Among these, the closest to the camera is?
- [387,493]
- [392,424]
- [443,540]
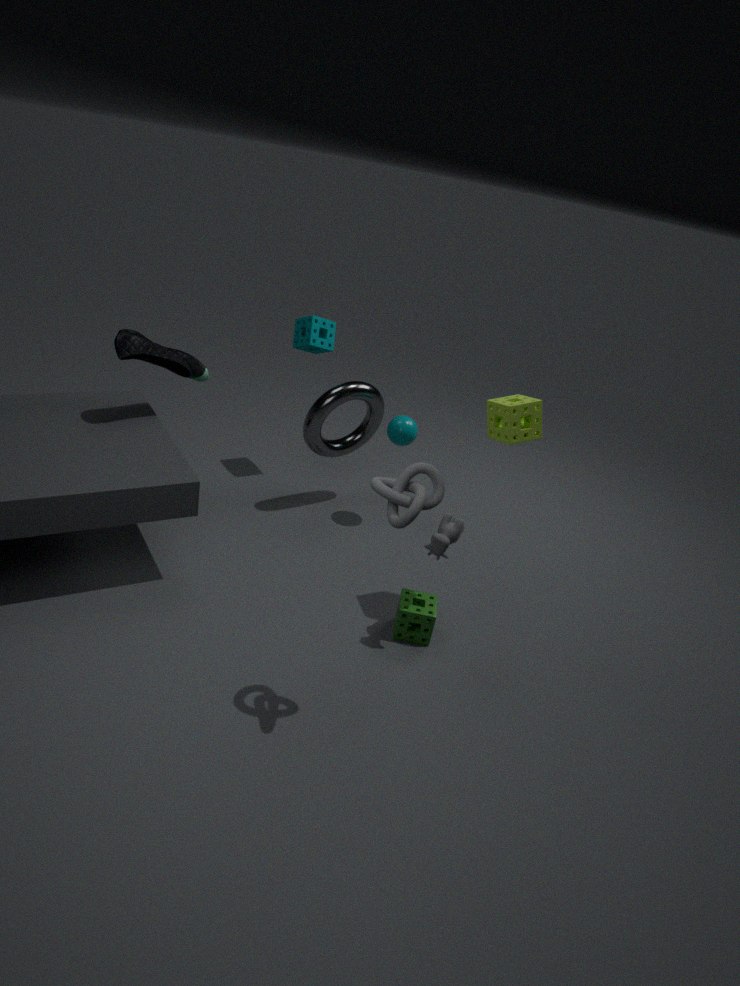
[387,493]
